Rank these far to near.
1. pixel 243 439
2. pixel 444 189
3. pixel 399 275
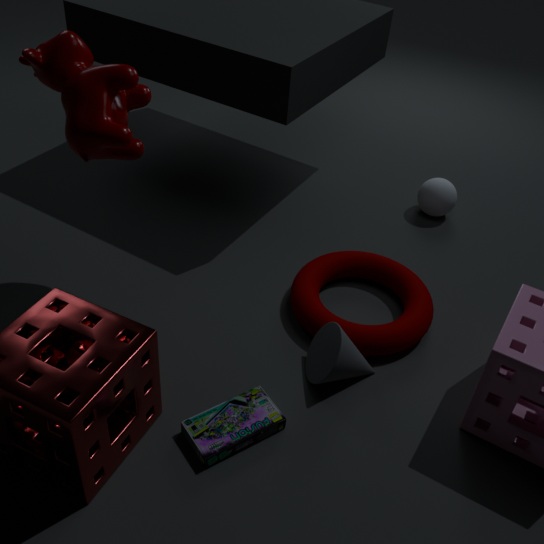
pixel 444 189, pixel 399 275, pixel 243 439
